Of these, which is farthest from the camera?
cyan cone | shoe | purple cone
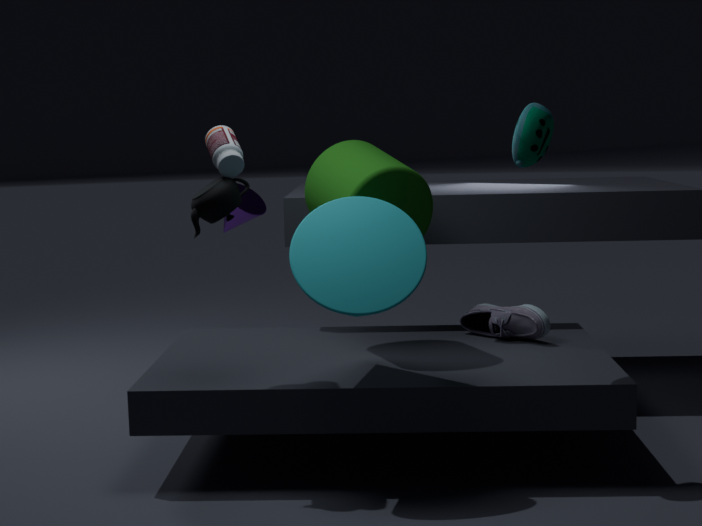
purple cone
